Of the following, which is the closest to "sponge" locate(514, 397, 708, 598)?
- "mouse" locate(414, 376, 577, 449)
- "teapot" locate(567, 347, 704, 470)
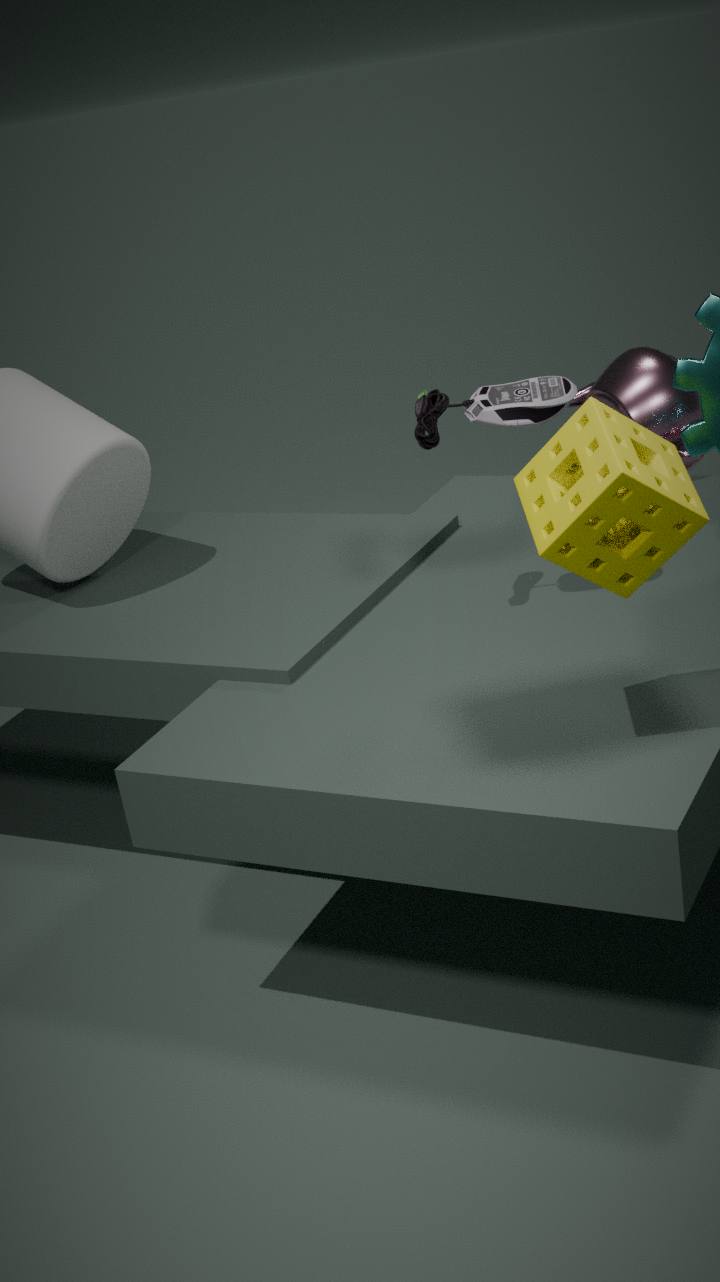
"mouse" locate(414, 376, 577, 449)
